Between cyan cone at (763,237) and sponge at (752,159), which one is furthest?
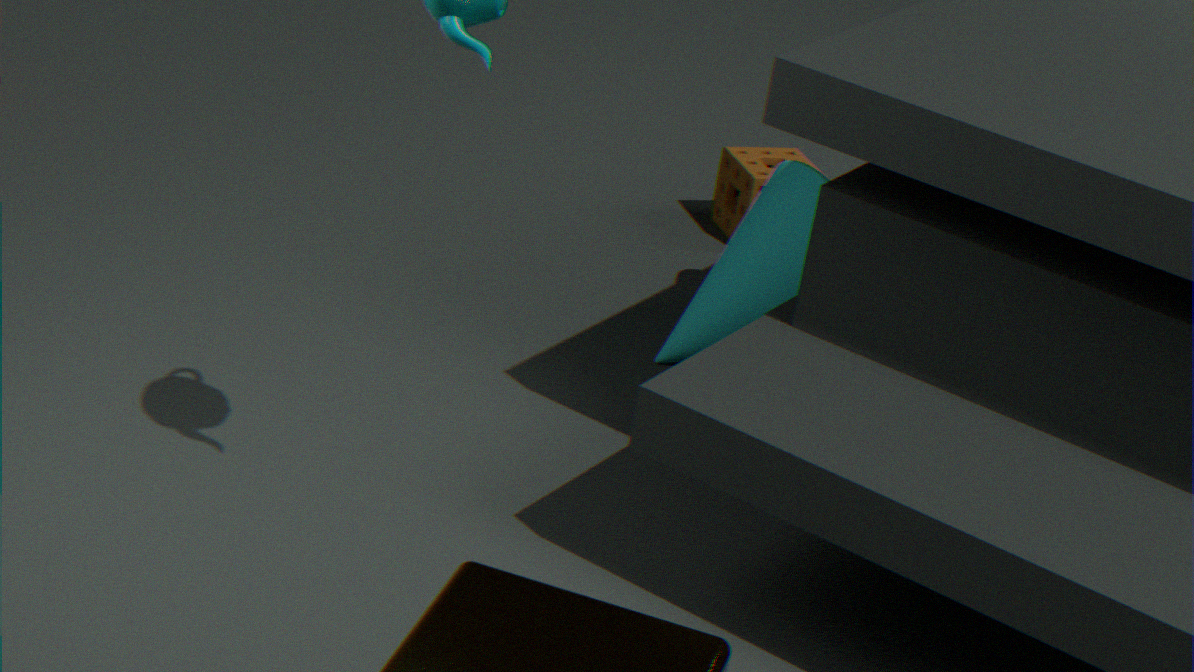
sponge at (752,159)
